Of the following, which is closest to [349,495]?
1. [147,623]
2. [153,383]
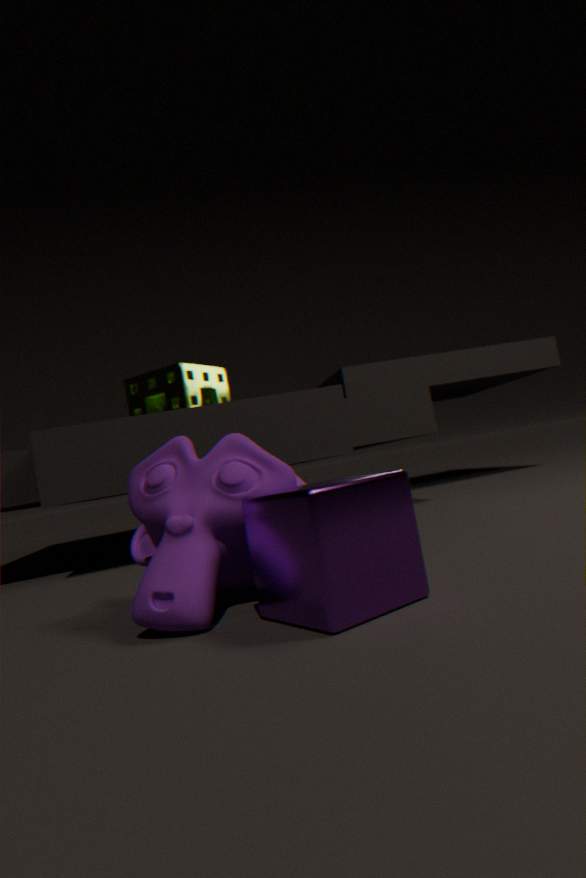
[147,623]
